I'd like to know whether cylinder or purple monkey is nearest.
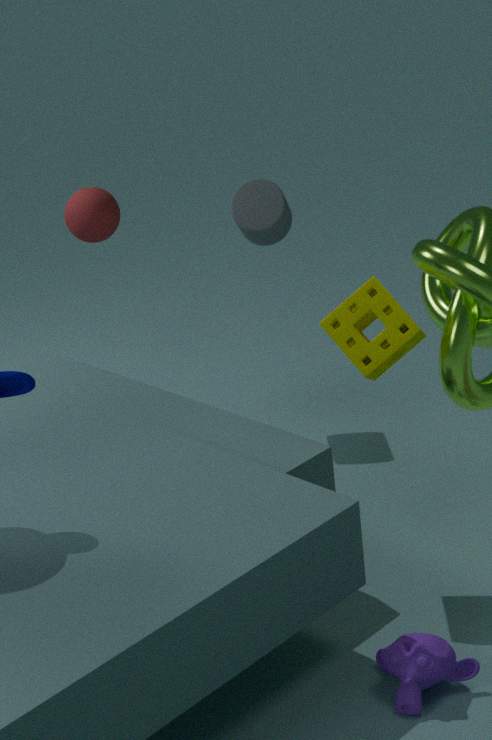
purple monkey
